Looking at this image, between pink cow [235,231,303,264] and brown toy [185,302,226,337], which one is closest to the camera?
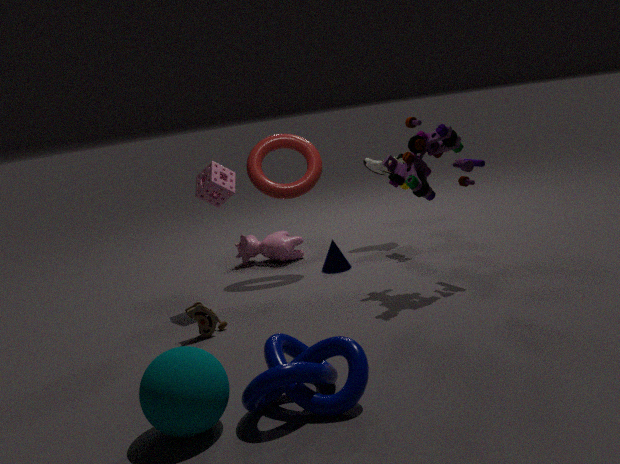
brown toy [185,302,226,337]
